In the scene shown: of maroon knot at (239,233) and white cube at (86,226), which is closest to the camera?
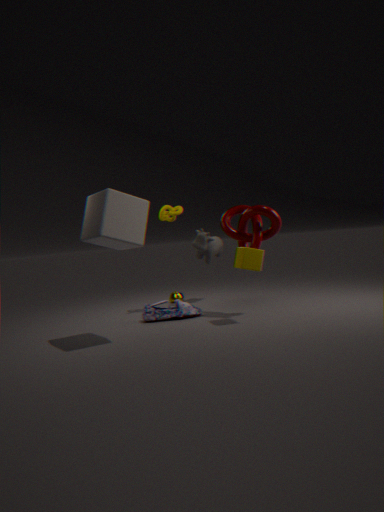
white cube at (86,226)
